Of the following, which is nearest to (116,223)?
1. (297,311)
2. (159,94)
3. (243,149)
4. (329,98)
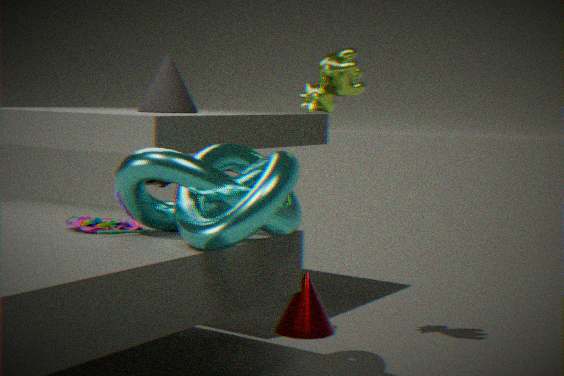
(243,149)
